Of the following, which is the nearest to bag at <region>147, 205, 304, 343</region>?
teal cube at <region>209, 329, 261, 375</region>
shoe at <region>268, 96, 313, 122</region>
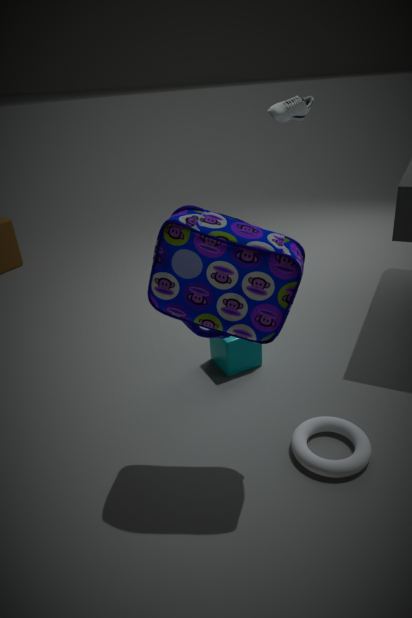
teal cube at <region>209, 329, 261, 375</region>
